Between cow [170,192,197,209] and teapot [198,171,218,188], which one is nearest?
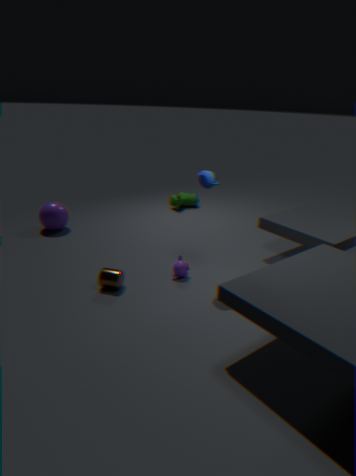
teapot [198,171,218,188]
